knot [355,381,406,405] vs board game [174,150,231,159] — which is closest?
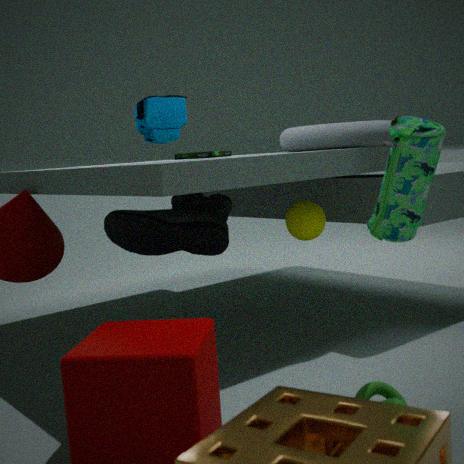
knot [355,381,406,405]
